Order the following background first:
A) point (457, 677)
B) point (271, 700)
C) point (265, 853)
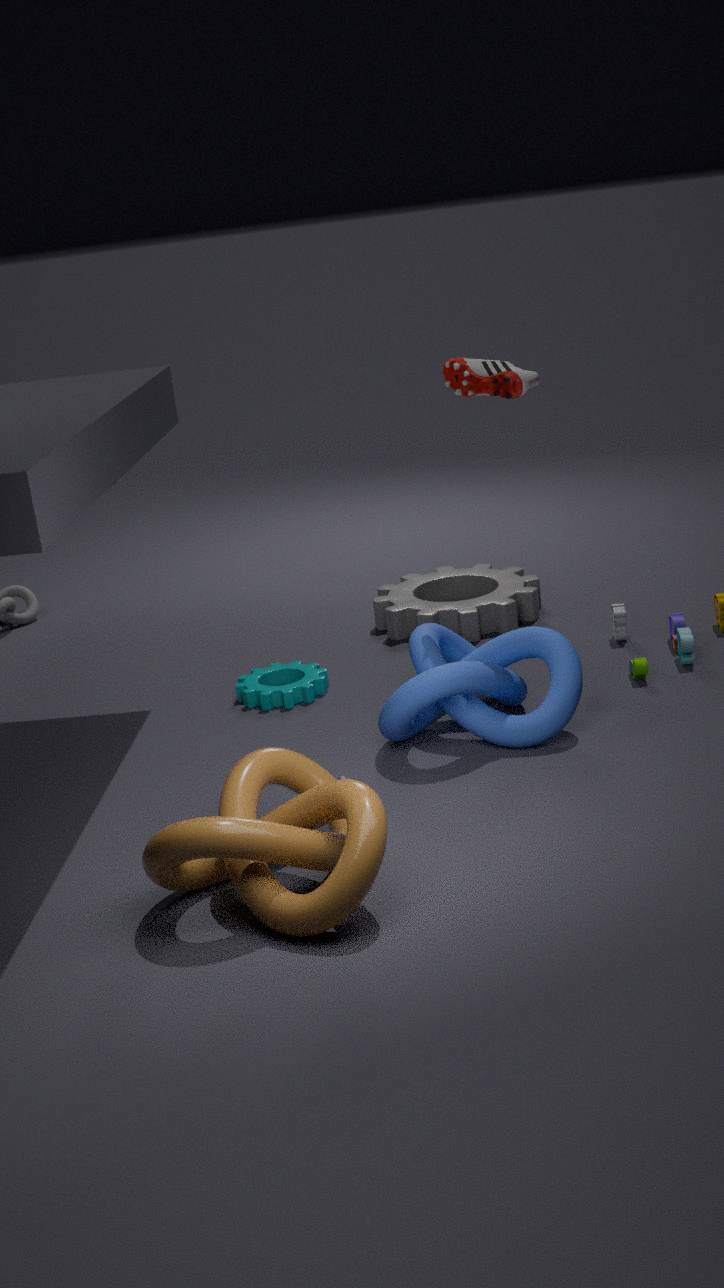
point (271, 700), point (457, 677), point (265, 853)
